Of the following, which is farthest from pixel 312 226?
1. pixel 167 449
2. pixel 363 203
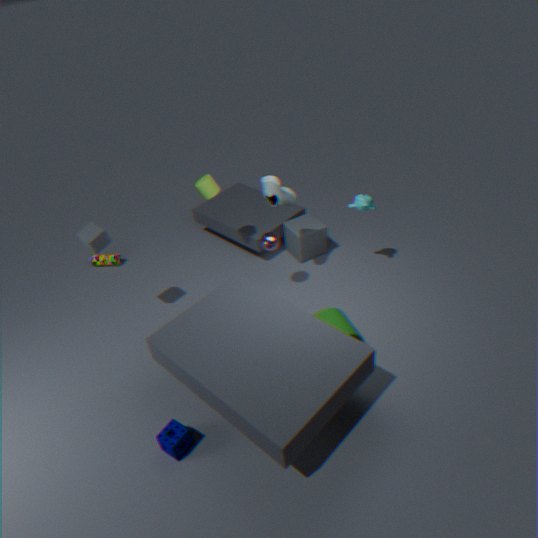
pixel 167 449
